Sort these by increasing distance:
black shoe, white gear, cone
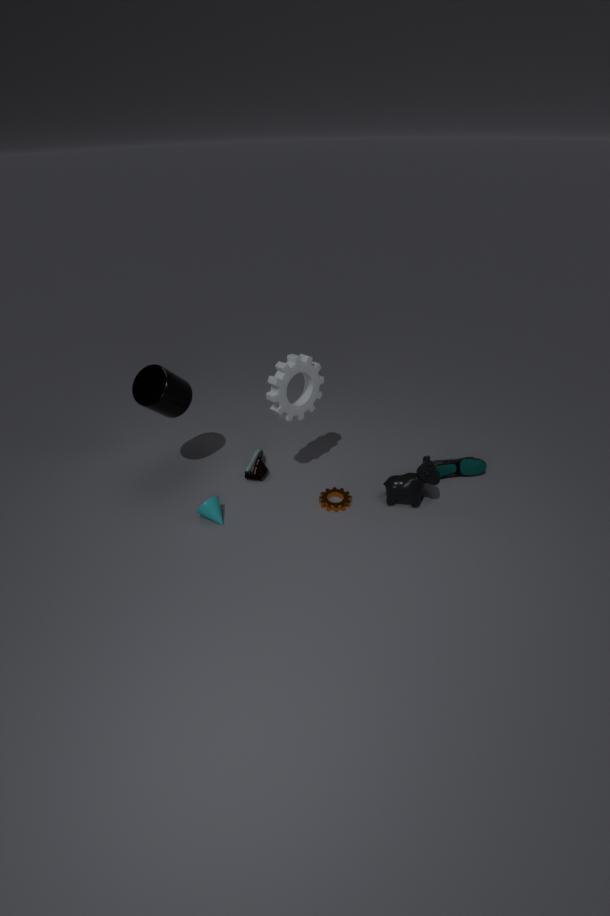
white gear, cone, black shoe
